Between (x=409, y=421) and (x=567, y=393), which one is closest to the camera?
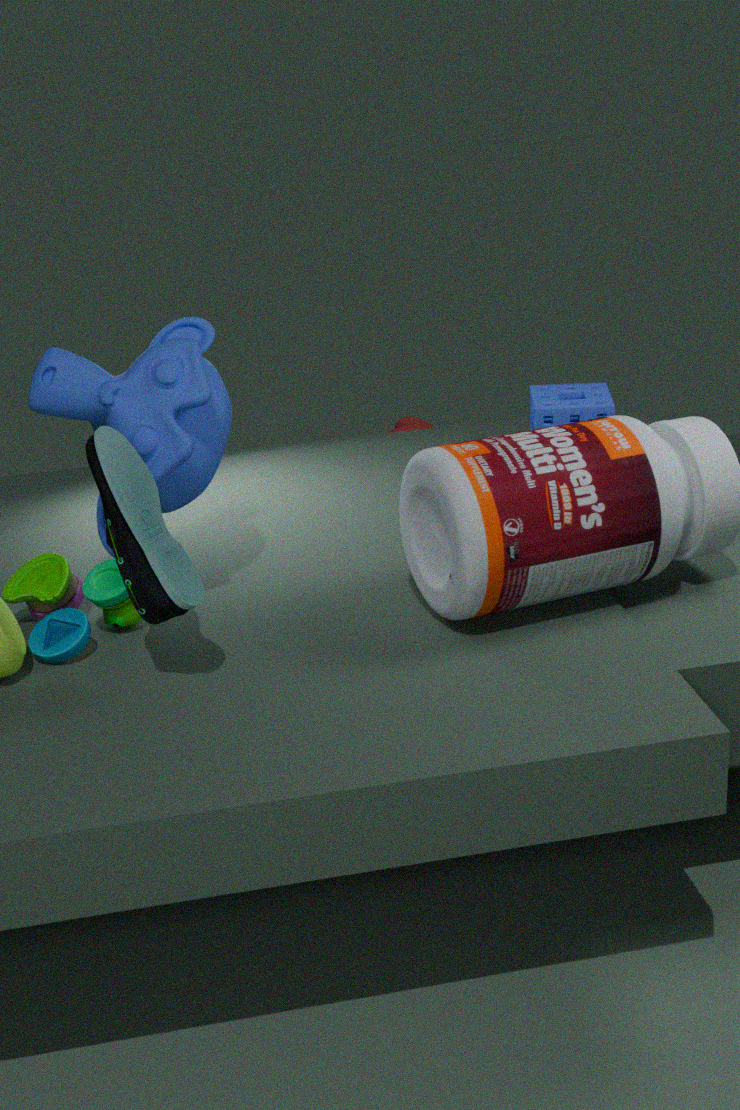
(x=567, y=393)
